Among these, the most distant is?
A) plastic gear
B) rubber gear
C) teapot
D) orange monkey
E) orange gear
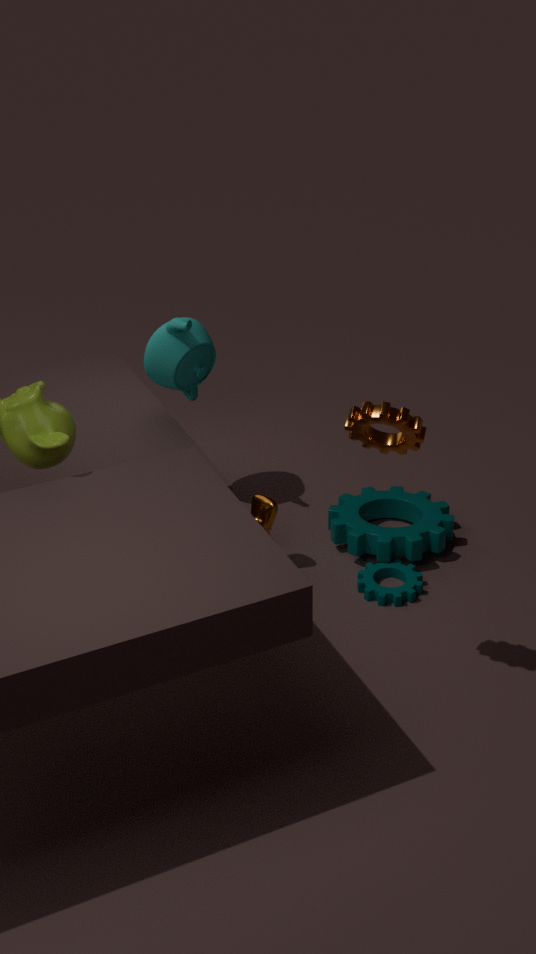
teapot
